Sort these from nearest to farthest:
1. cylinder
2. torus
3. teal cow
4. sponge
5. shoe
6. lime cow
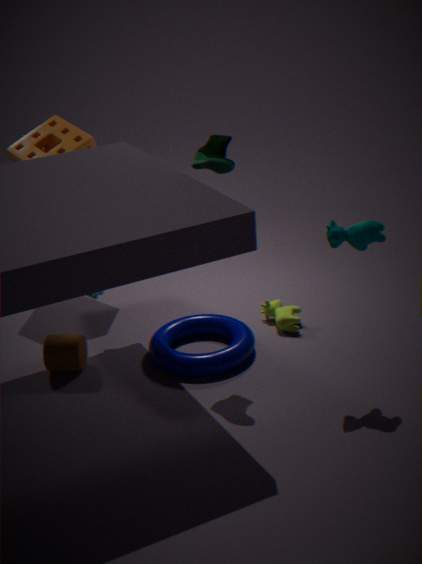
1. teal cow
2. shoe
3. torus
4. cylinder
5. lime cow
6. sponge
